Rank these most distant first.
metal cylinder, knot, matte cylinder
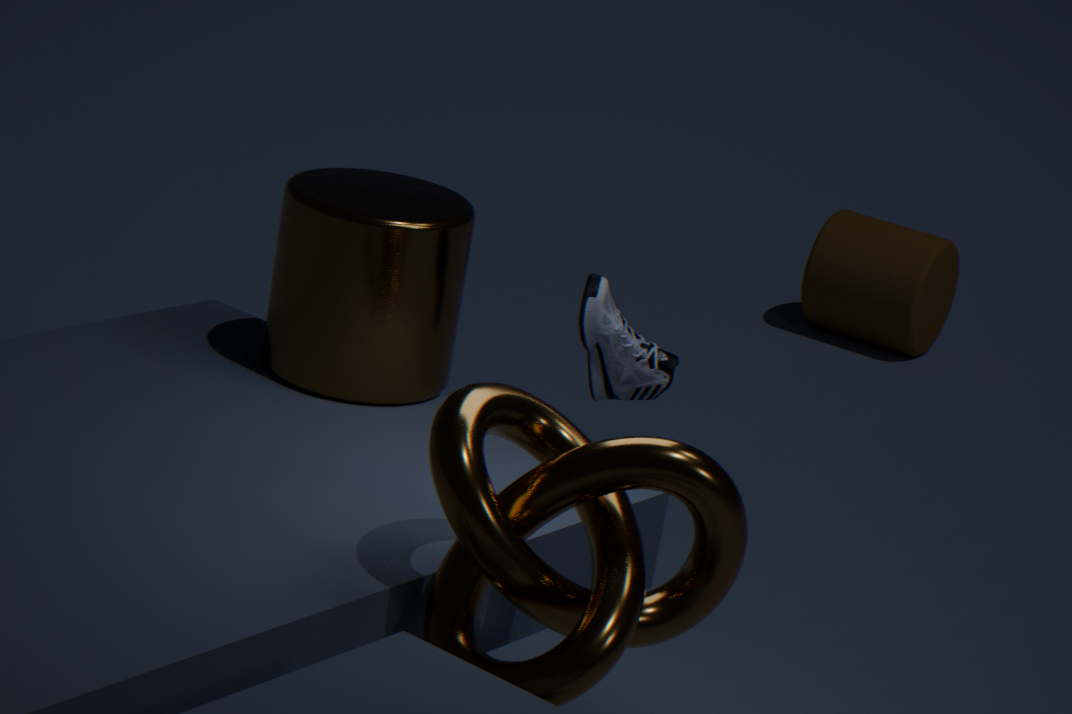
matte cylinder < metal cylinder < knot
